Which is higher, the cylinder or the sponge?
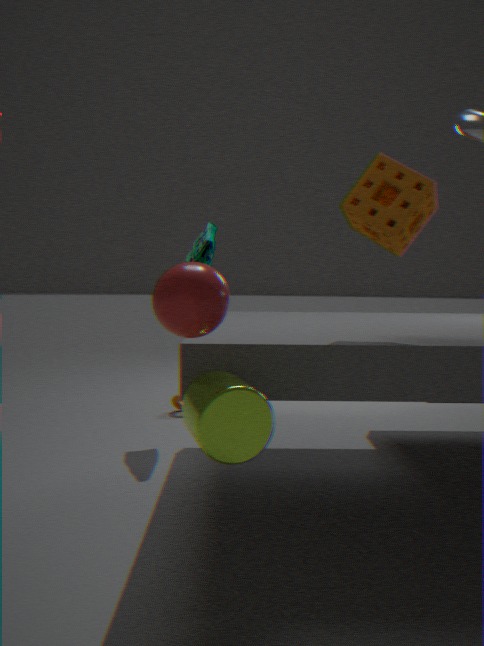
the sponge
